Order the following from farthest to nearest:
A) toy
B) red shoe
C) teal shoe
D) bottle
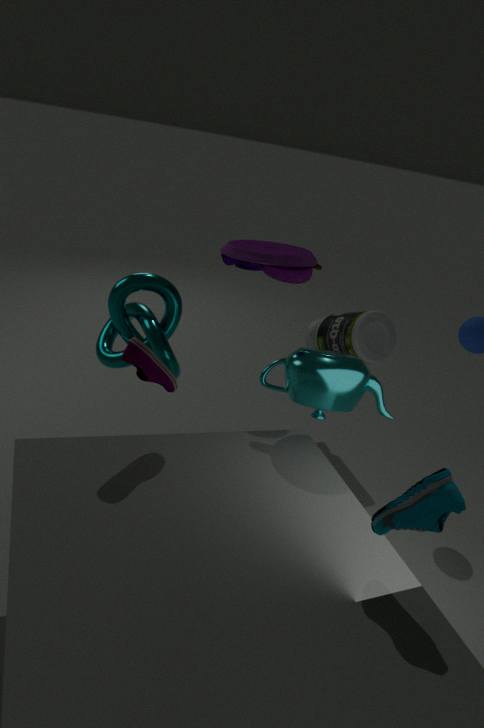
bottle, toy, red shoe, teal shoe
